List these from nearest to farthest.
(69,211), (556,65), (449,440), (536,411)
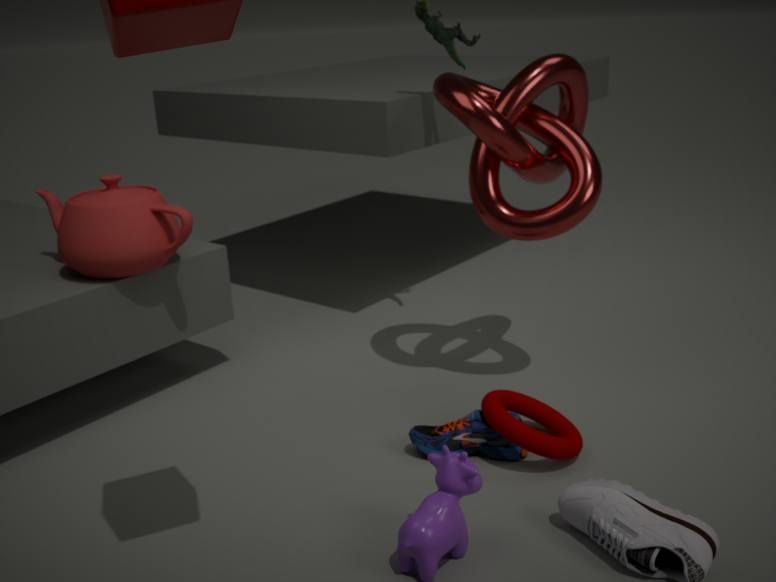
(449,440) → (536,411) → (69,211) → (556,65)
